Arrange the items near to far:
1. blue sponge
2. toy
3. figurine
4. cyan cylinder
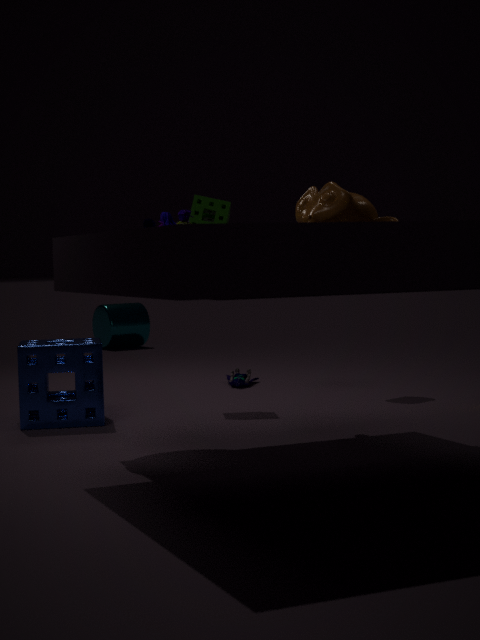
toy
blue sponge
figurine
cyan cylinder
